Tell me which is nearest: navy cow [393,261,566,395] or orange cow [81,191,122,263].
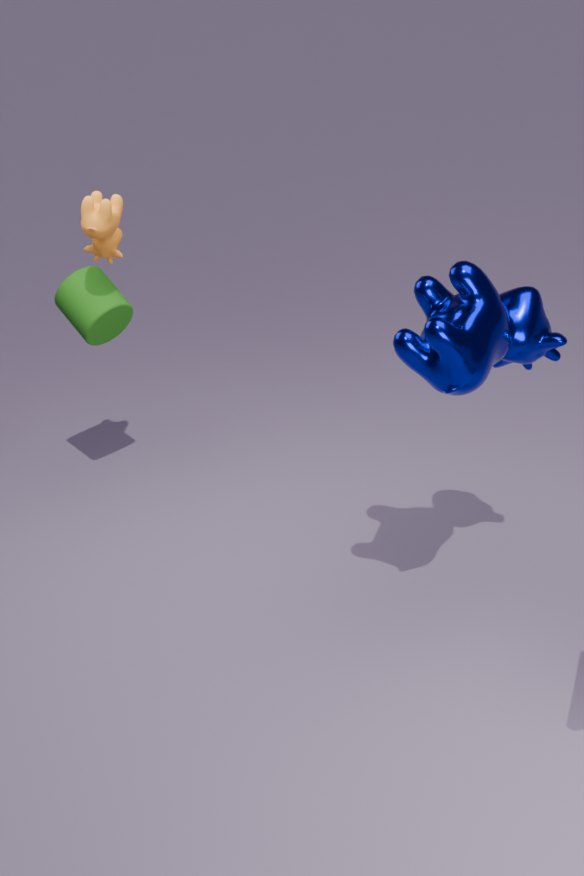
navy cow [393,261,566,395]
